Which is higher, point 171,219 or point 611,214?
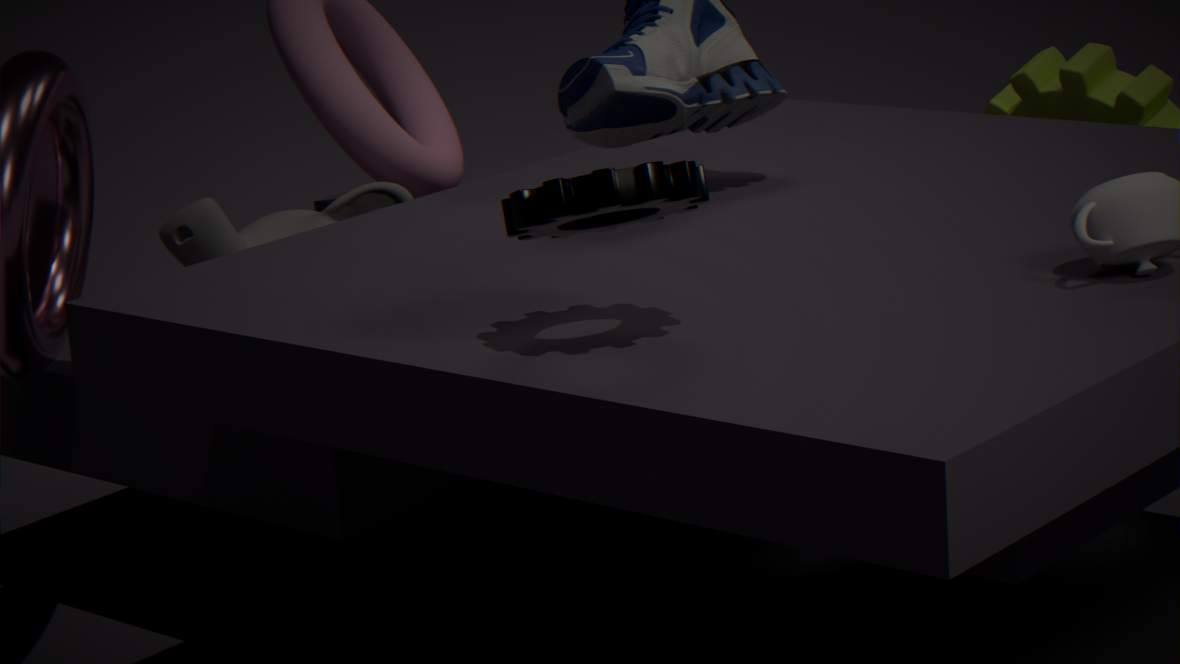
point 611,214
